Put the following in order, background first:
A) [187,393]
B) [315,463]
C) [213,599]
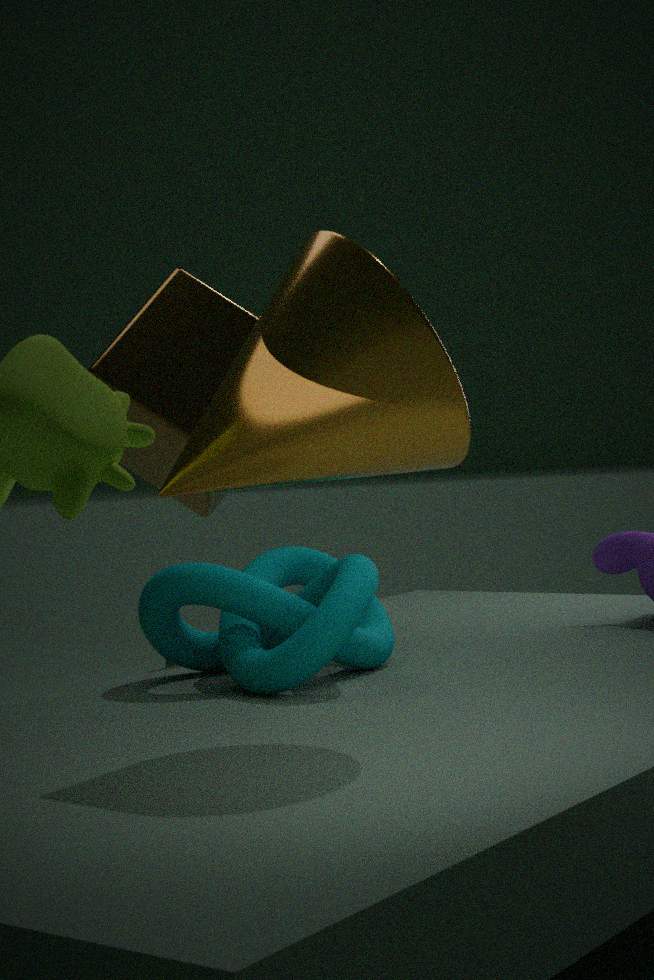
1. [187,393]
2. [213,599]
3. [315,463]
